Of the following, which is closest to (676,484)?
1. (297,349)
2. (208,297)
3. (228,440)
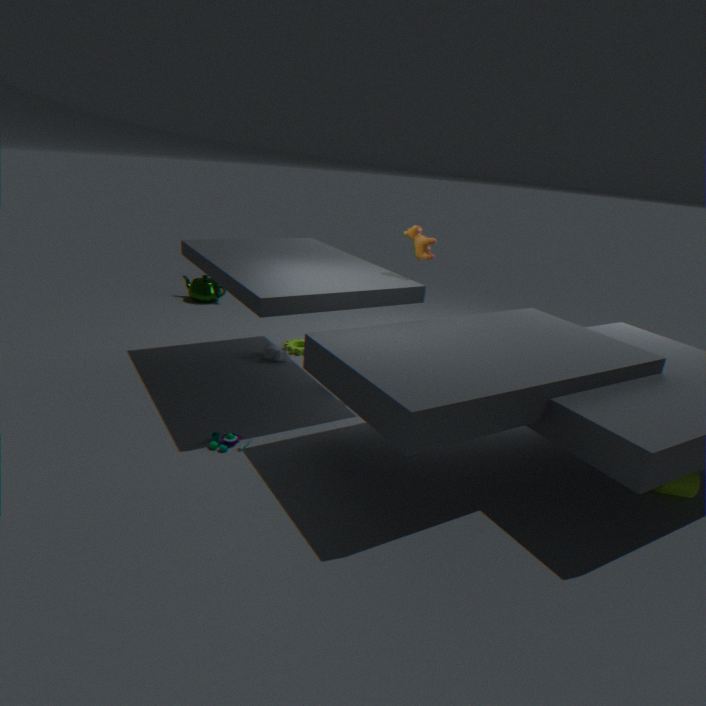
(228,440)
